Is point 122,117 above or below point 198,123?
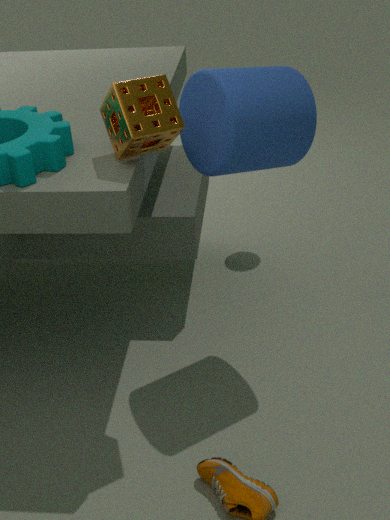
above
